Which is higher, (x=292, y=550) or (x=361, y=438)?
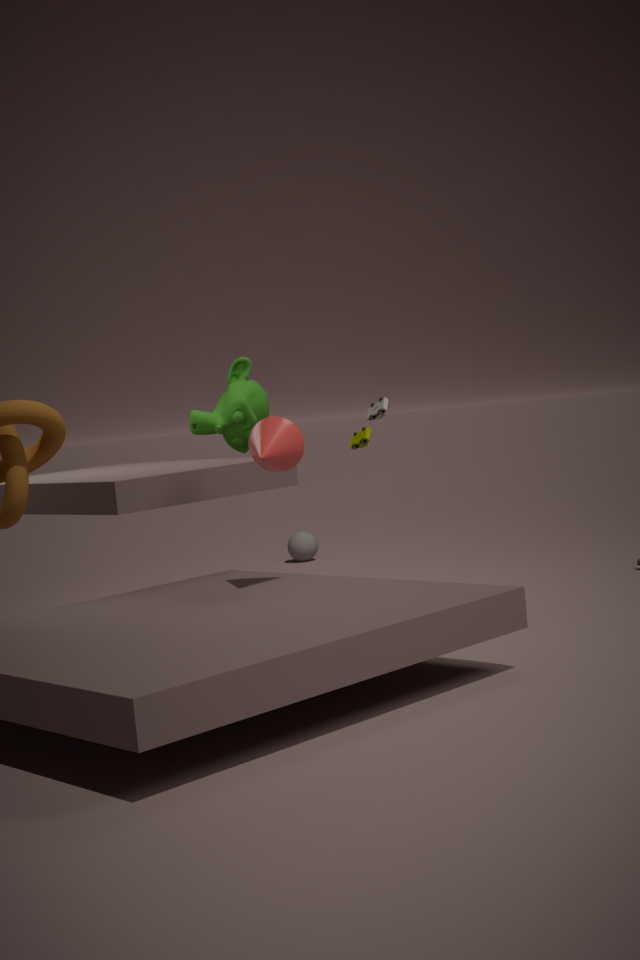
(x=361, y=438)
